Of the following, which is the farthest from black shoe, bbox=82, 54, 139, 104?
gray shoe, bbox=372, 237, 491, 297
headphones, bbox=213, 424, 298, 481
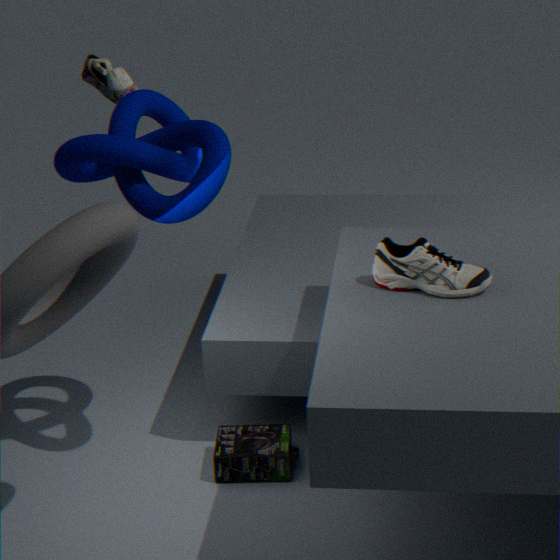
headphones, bbox=213, 424, 298, 481
